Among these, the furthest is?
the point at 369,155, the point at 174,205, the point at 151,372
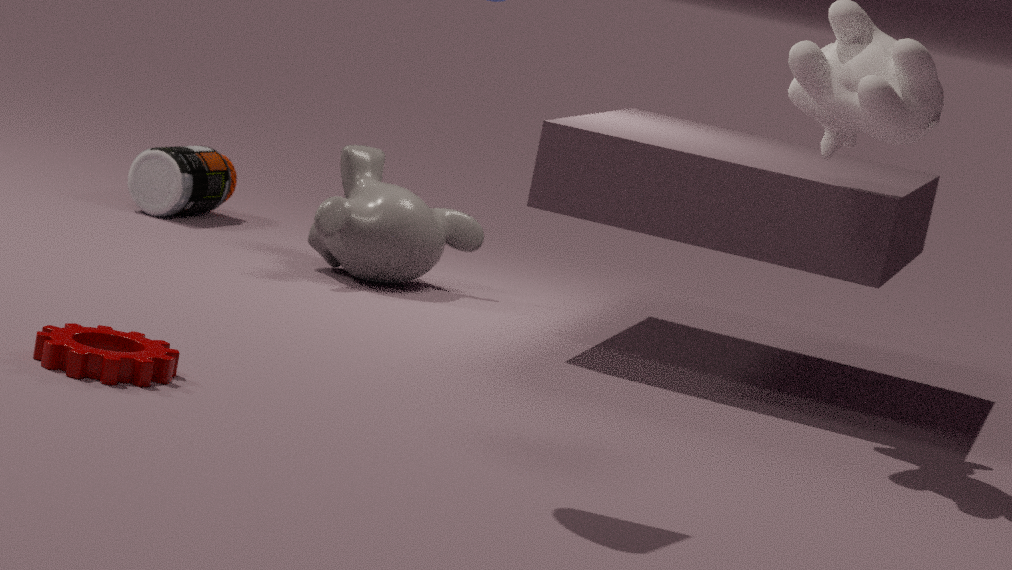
the point at 174,205
